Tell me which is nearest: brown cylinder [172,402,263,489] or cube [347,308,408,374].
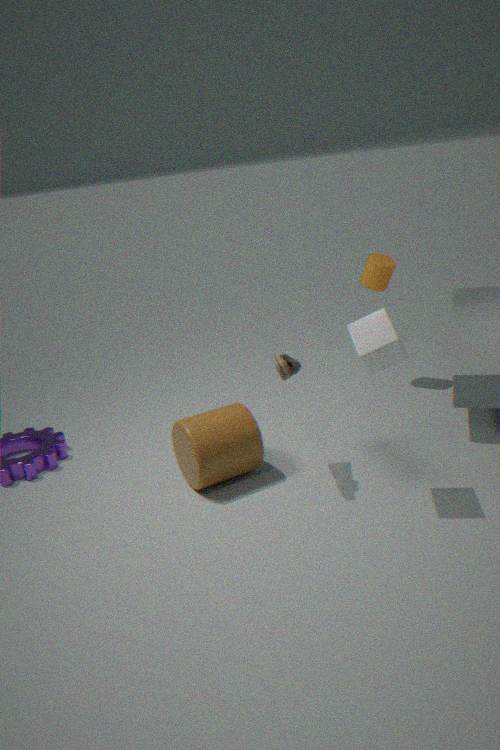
cube [347,308,408,374]
